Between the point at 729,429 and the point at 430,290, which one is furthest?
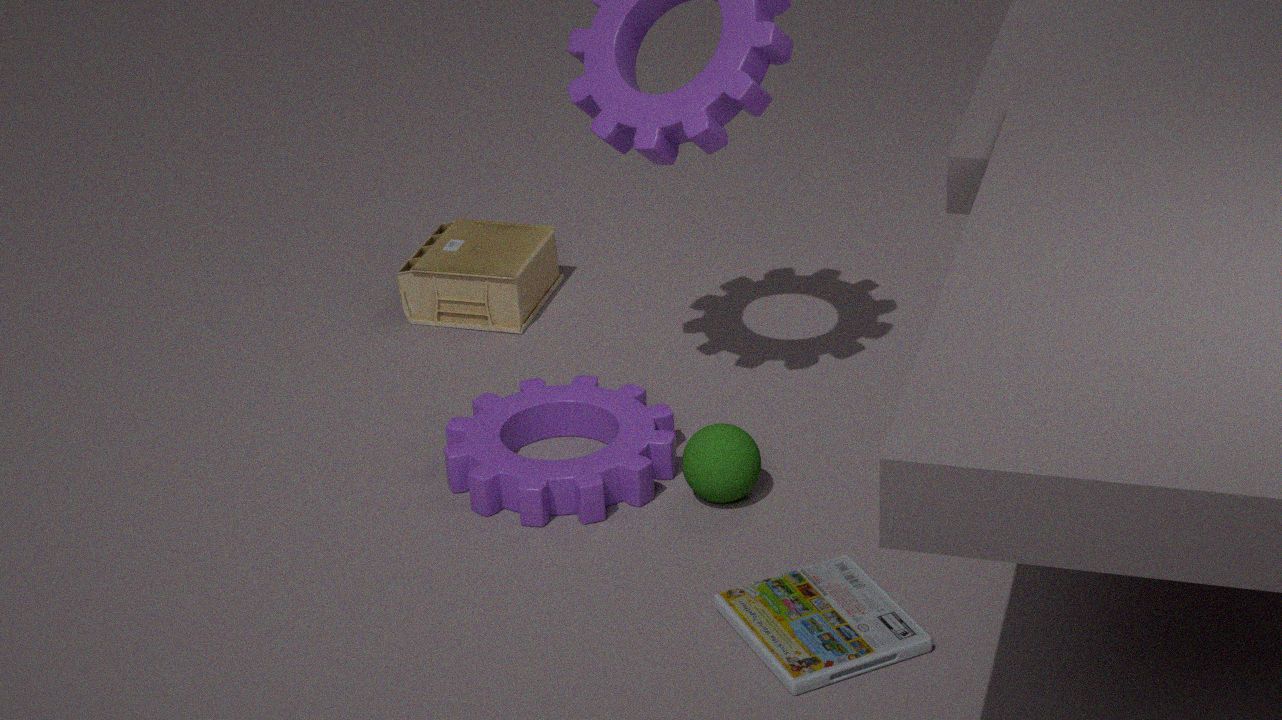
the point at 430,290
